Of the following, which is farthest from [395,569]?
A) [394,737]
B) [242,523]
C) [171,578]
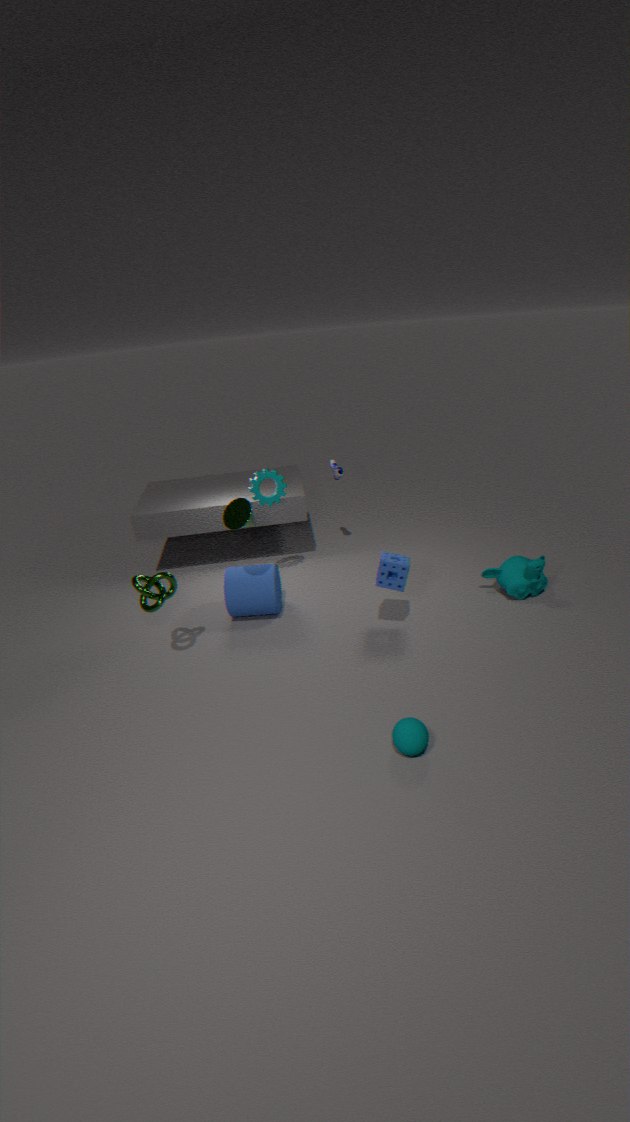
[171,578]
